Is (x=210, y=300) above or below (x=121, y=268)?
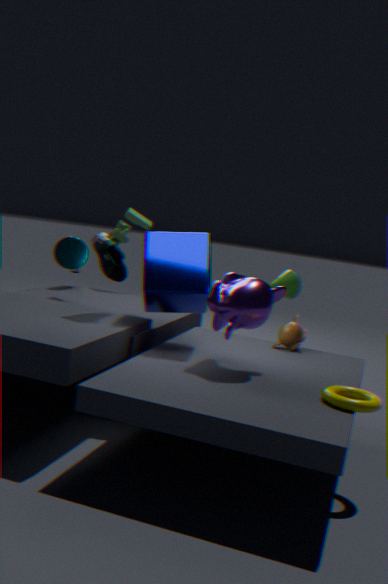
below
